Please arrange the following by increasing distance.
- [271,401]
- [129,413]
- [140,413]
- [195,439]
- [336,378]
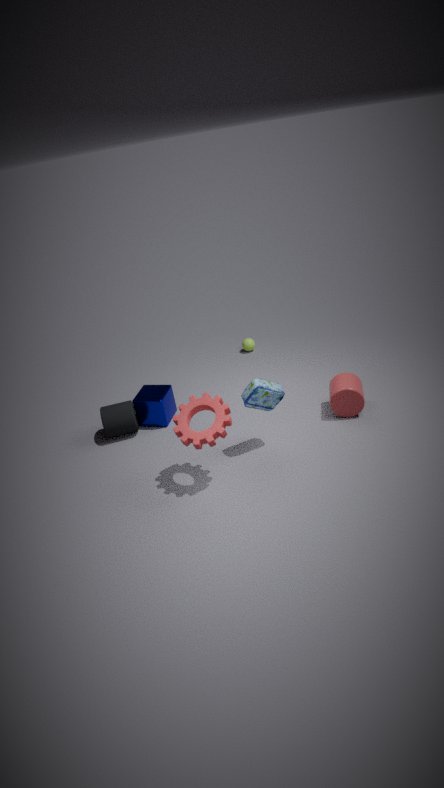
[195,439] → [271,401] → [336,378] → [129,413] → [140,413]
